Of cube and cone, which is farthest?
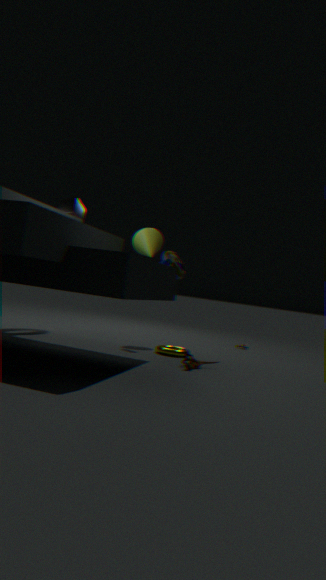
cube
